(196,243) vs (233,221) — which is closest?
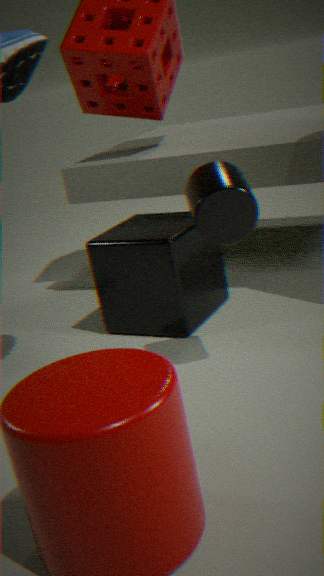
(233,221)
